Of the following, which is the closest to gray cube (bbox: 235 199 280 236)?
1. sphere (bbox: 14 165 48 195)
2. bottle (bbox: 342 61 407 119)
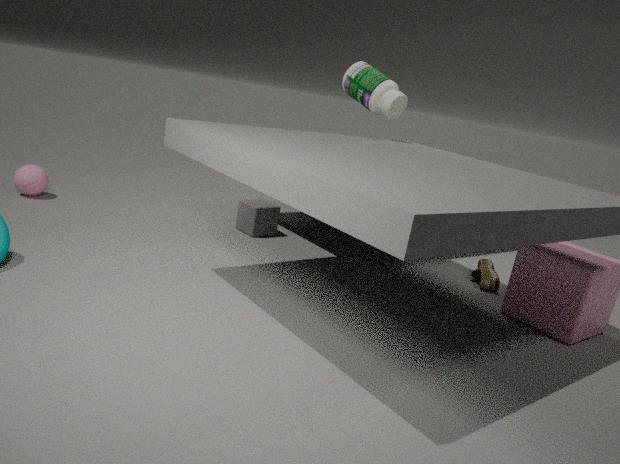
bottle (bbox: 342 61 407 119)
